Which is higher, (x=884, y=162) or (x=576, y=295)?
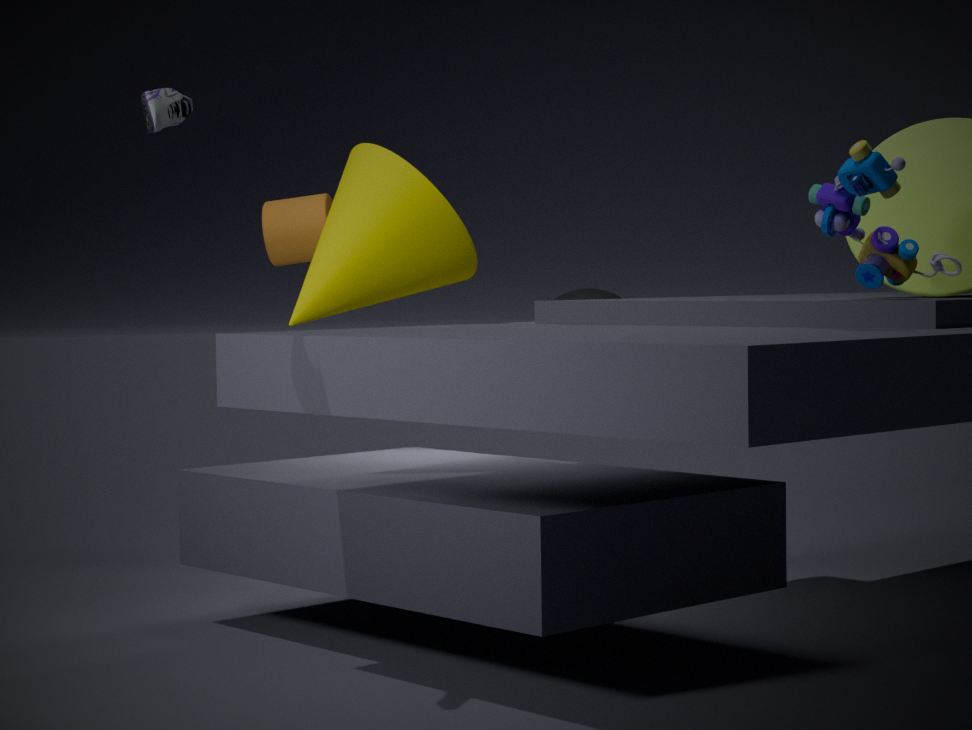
(x=884, y=162)
